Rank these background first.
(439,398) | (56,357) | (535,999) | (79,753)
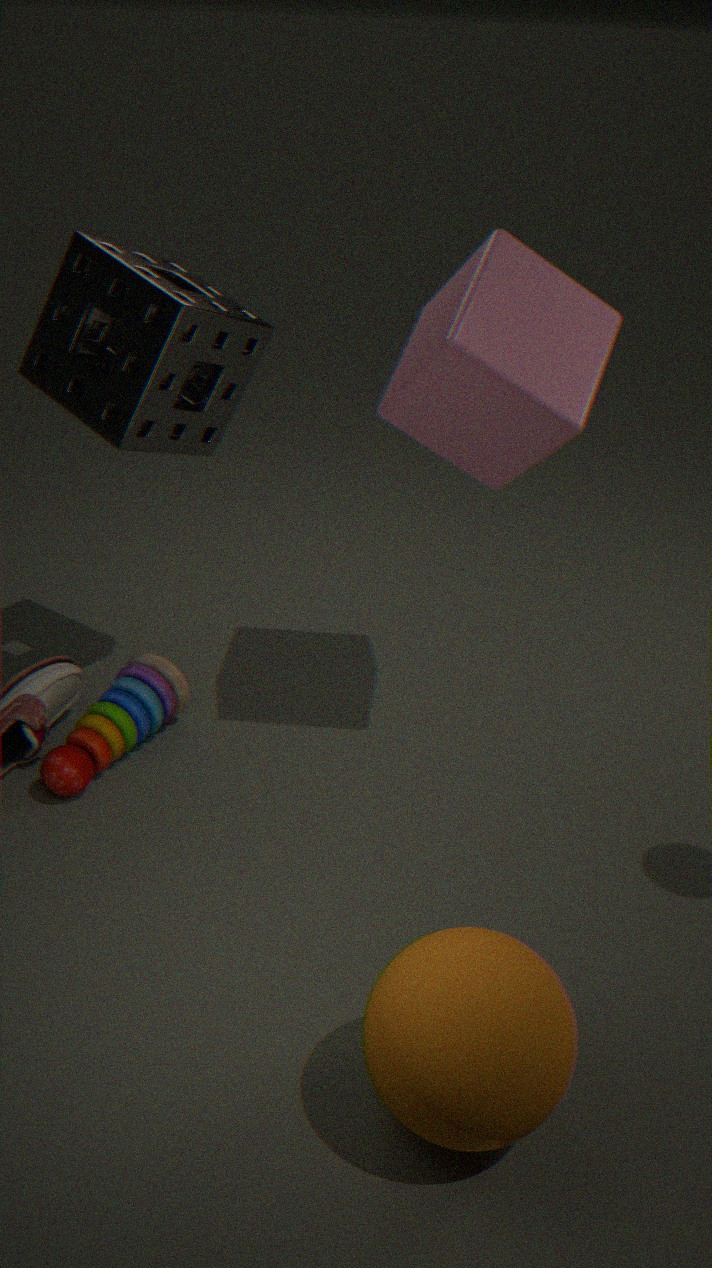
(79,753)
(56,357)
(439,398)
(535,999)
